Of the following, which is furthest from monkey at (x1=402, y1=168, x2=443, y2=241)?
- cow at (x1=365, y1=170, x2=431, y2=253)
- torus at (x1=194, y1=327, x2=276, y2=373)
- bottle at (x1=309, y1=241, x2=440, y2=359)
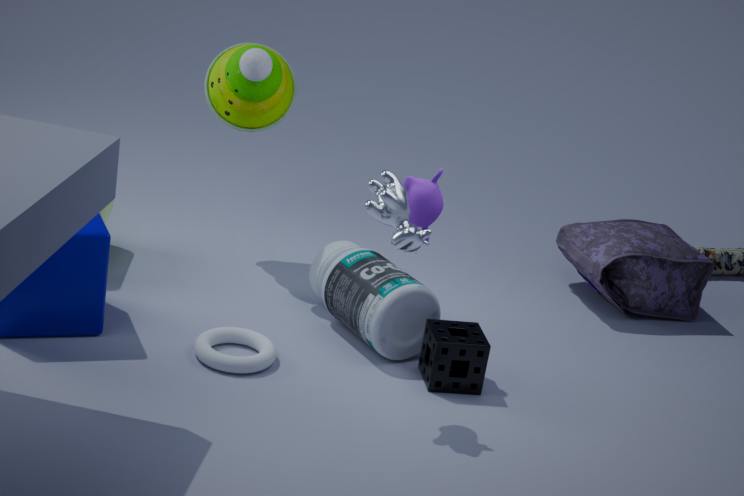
torus at (x1=194, y1=327, x2=276, y2=373)
